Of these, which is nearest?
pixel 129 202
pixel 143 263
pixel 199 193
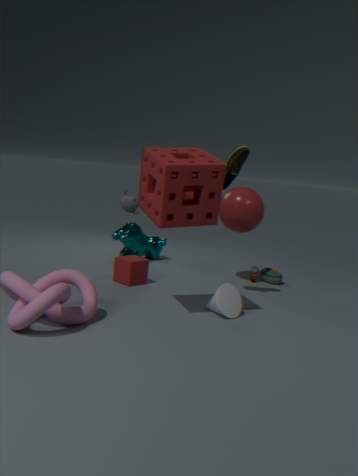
pixel 199 193
